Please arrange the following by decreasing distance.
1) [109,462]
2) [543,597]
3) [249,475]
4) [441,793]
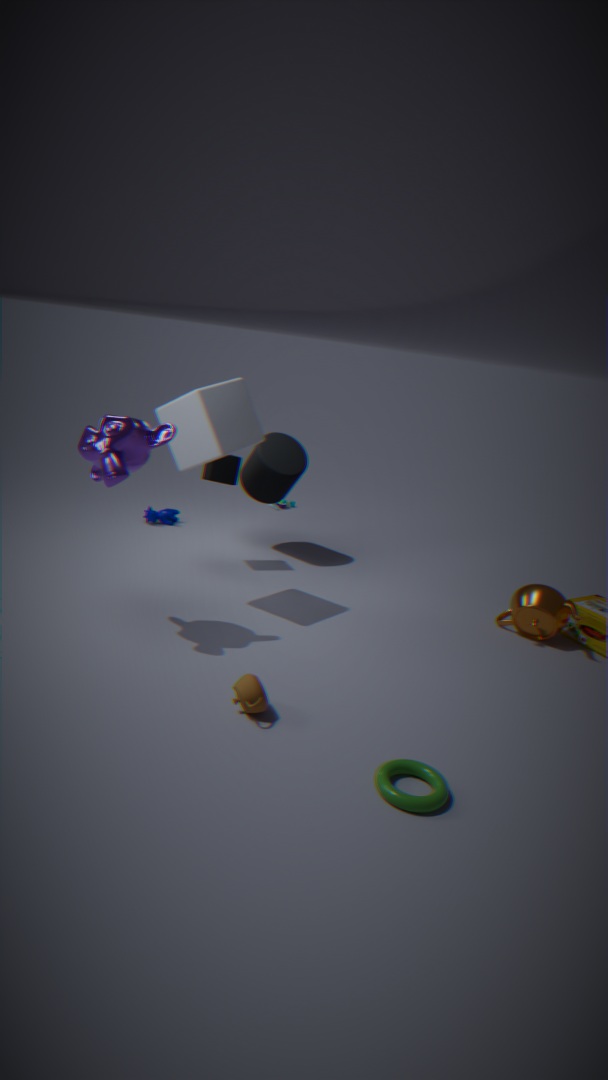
3. [249,475]
2. [543,597]
1. [109,462]
4. [441,793]
